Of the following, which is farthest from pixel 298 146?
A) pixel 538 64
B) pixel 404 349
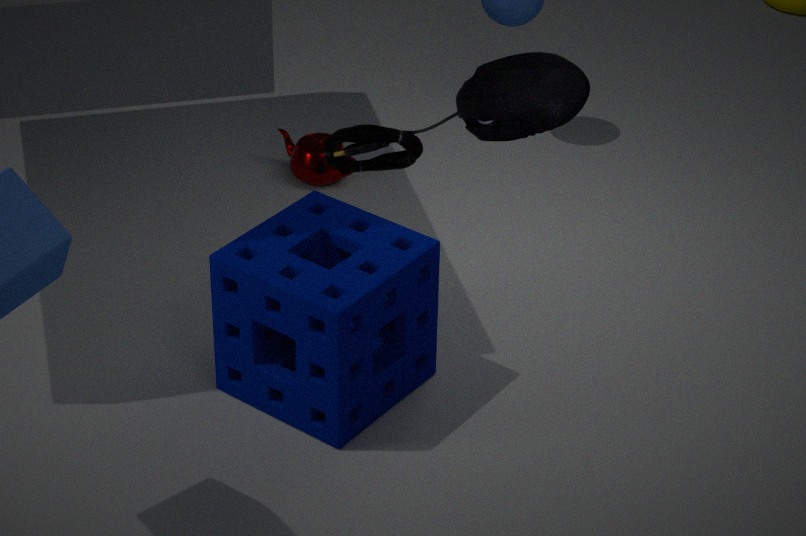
→ pixel 538 64
